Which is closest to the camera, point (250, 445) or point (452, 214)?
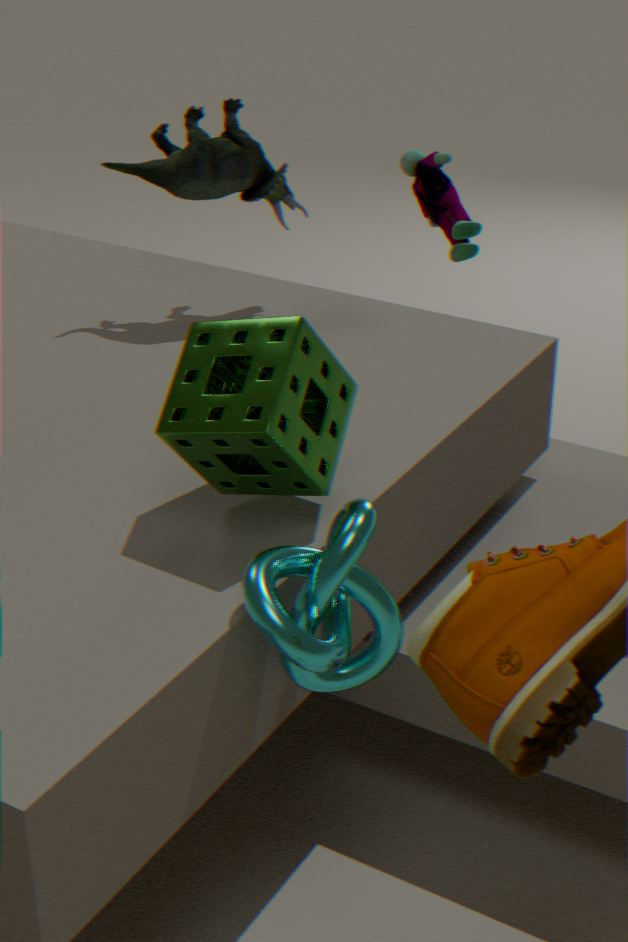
point (250, 445)
